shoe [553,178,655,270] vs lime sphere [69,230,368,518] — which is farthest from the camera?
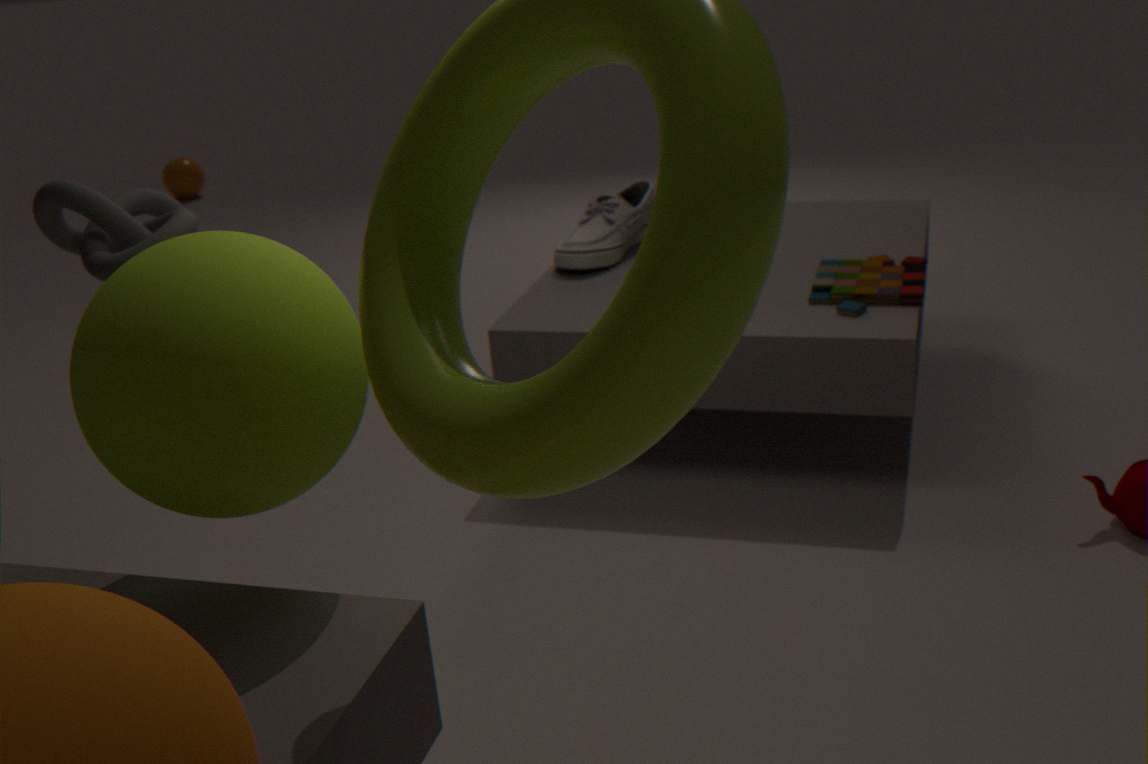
shoe [553,178,655,270]
